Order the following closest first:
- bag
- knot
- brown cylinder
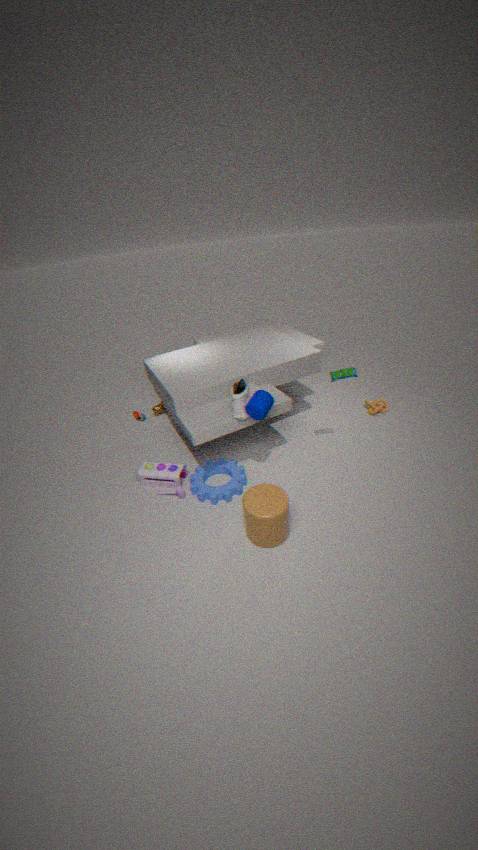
brown cylinder → bag → knot
